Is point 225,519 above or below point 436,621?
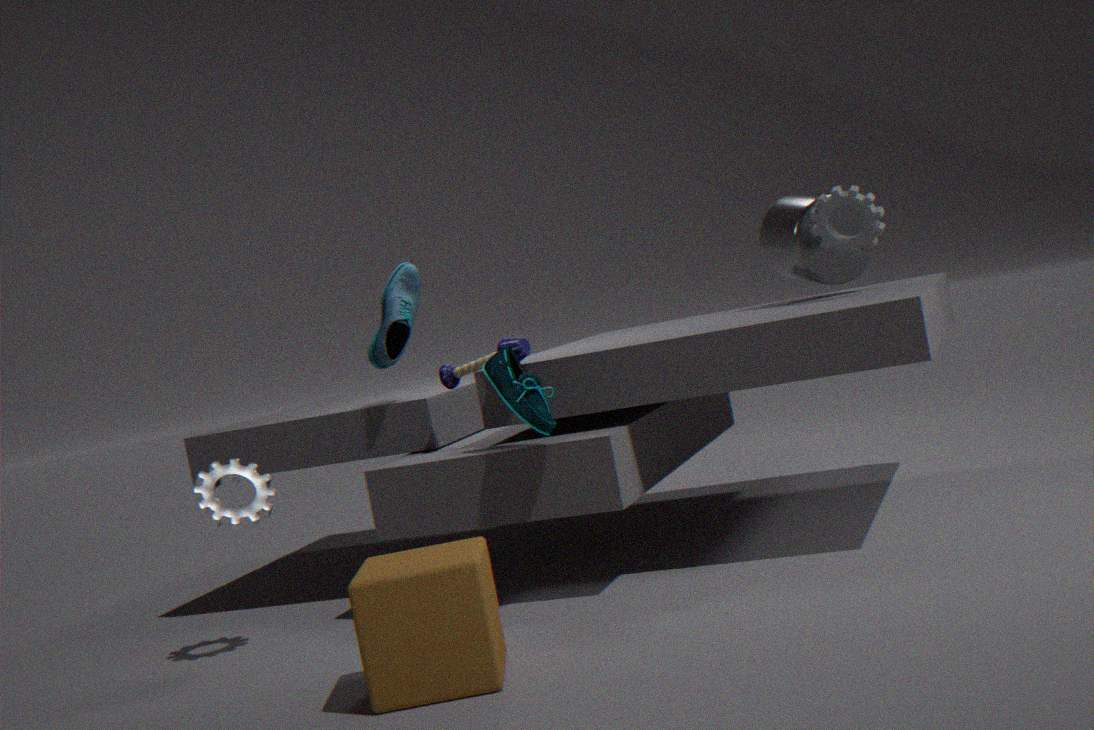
above
